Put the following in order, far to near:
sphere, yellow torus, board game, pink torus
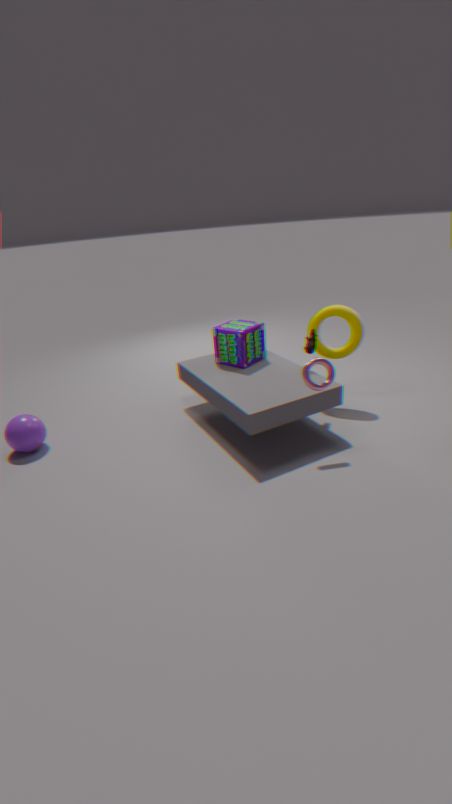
board game, yellow torus, sphere, pink torus
